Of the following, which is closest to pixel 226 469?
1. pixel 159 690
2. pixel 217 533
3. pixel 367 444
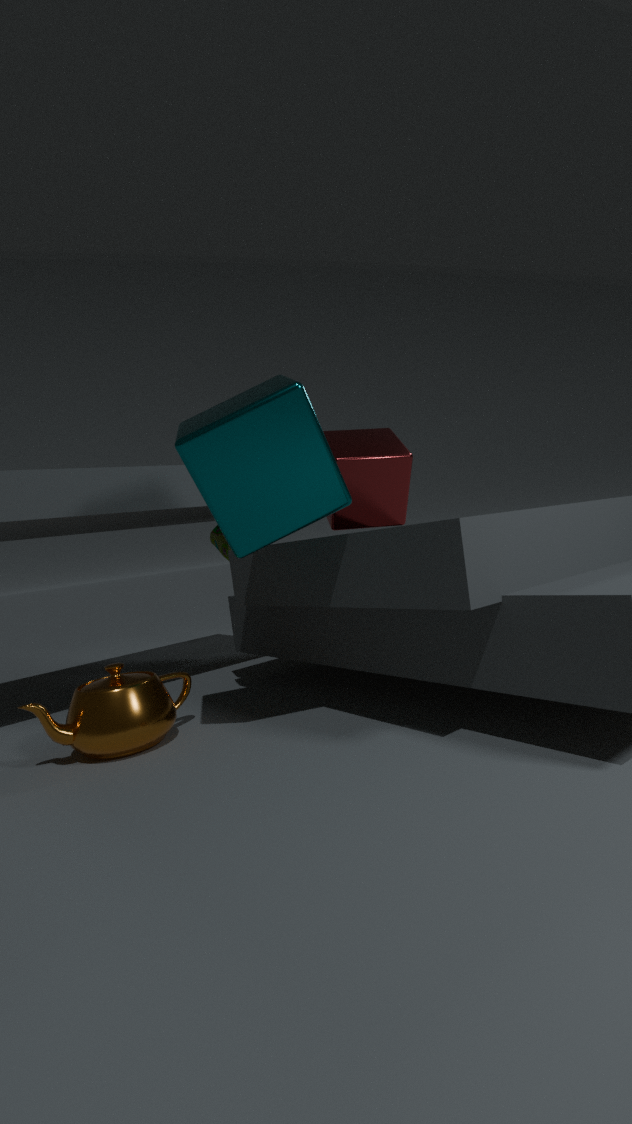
pixel 159 690
